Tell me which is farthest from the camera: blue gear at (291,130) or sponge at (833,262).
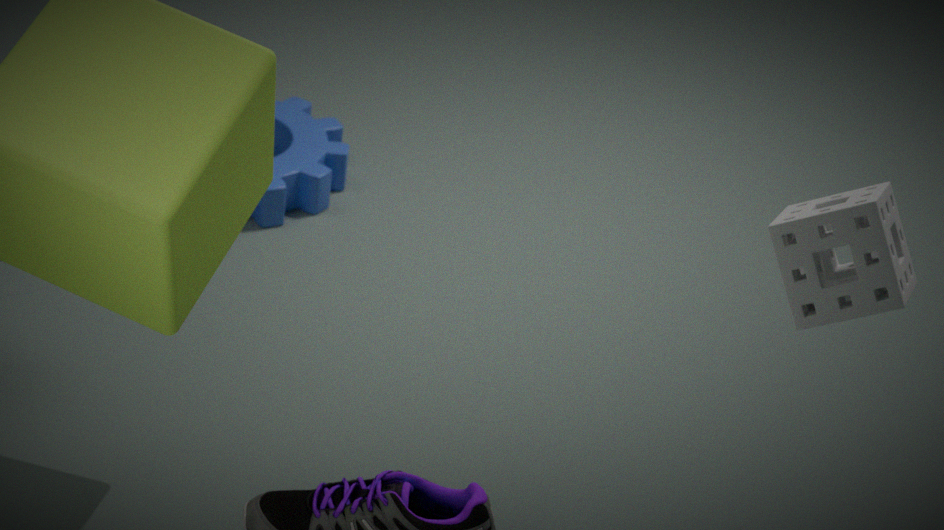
blue gear at (291,130)
